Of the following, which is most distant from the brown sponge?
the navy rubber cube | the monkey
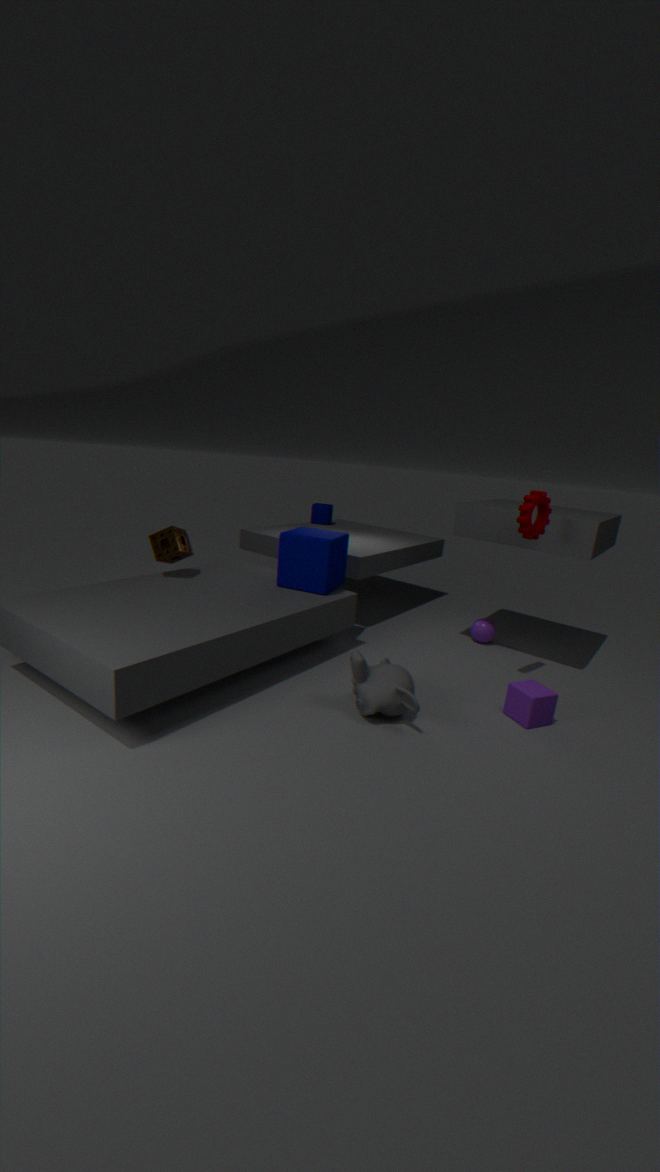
the monkey
